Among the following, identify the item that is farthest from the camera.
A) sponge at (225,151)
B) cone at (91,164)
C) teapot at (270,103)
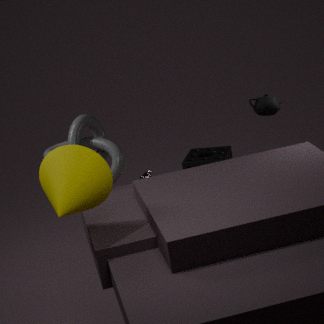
sponge at (225,151)
